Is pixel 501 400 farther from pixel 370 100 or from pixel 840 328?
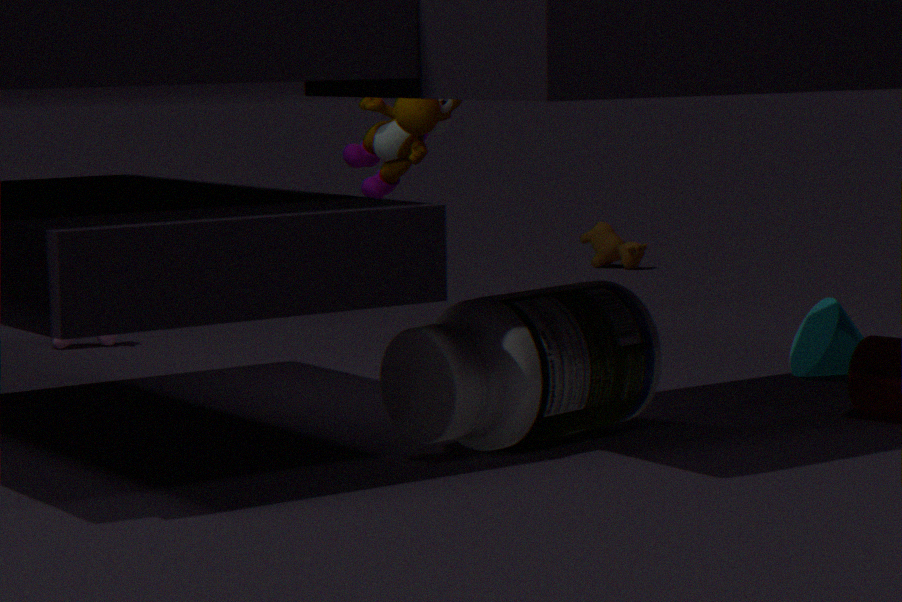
pixel 370 100
